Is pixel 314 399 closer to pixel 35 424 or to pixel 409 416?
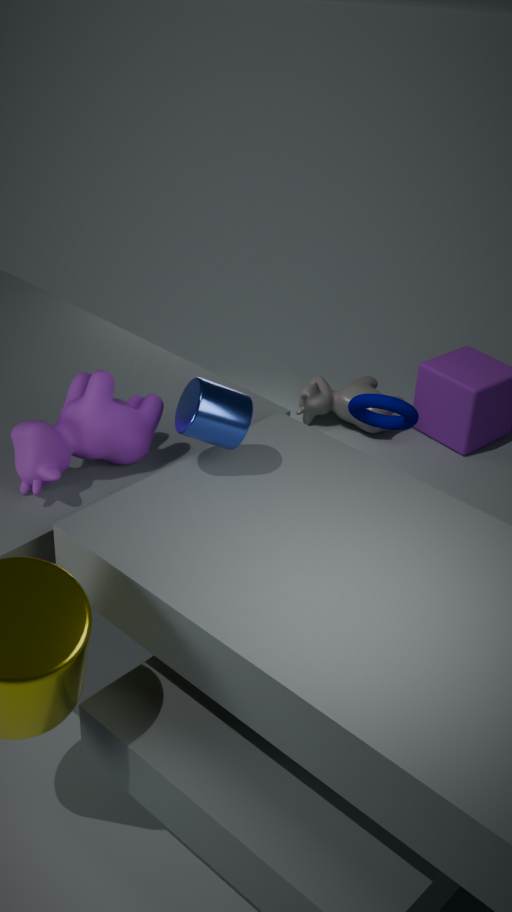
pixel 409 416
